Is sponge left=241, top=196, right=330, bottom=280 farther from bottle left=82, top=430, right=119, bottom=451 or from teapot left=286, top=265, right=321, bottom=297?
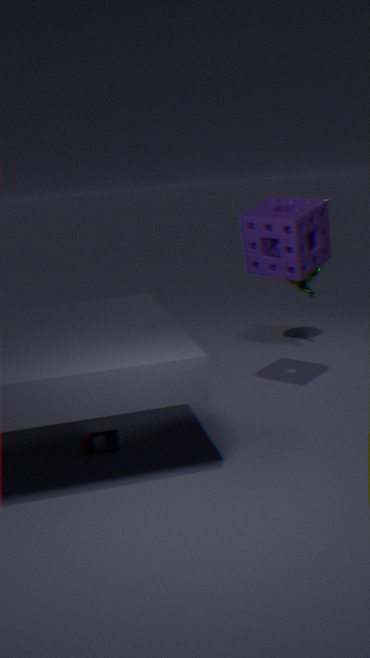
bottle left=82, top=430, right=119, bottom=451
